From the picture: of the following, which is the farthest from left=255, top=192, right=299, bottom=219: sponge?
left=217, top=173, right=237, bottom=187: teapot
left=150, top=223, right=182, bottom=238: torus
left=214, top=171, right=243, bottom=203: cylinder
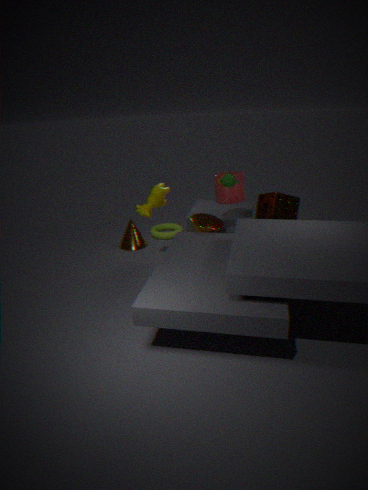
left=150, top=223, right=182, bottom=238: torus
